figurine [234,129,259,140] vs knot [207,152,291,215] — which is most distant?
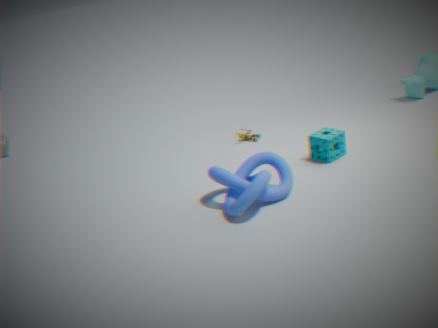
figurine [234,129,259,140]
